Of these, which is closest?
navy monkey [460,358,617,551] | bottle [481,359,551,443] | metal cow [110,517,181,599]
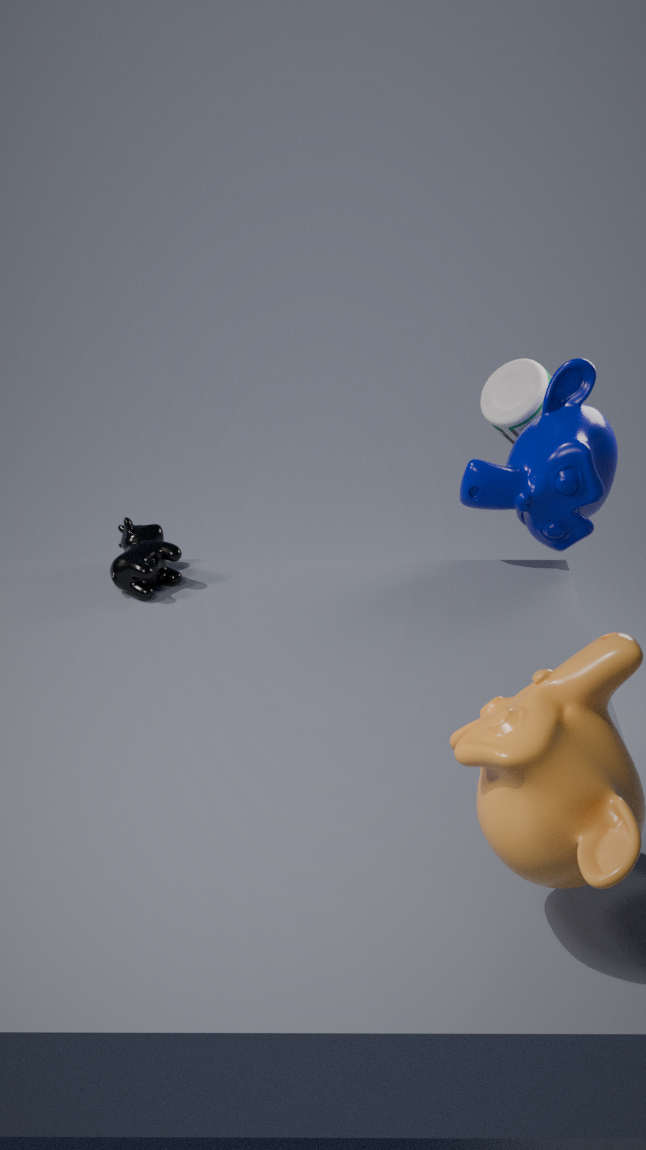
metal cow [110,517,181,599]
